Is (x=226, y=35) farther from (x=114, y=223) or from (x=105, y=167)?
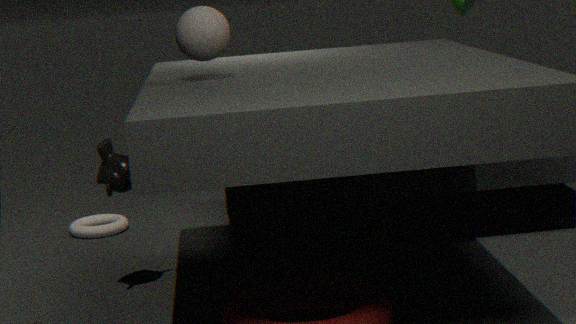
(x=114, y=223)
